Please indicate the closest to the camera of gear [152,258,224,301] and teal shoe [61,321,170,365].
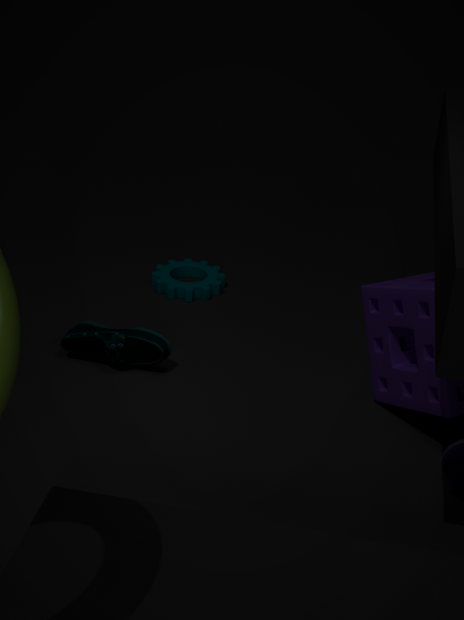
teal shoe [61,321,170,365]
